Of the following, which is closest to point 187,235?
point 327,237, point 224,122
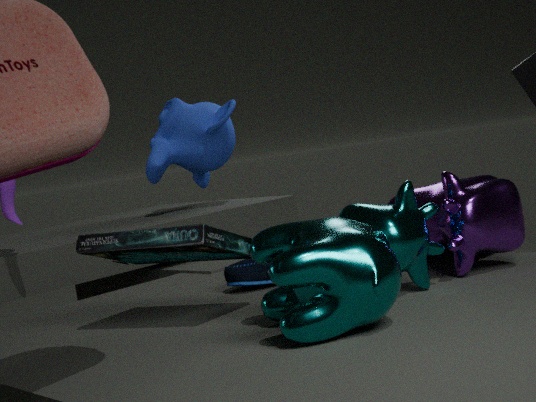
point 327,237
